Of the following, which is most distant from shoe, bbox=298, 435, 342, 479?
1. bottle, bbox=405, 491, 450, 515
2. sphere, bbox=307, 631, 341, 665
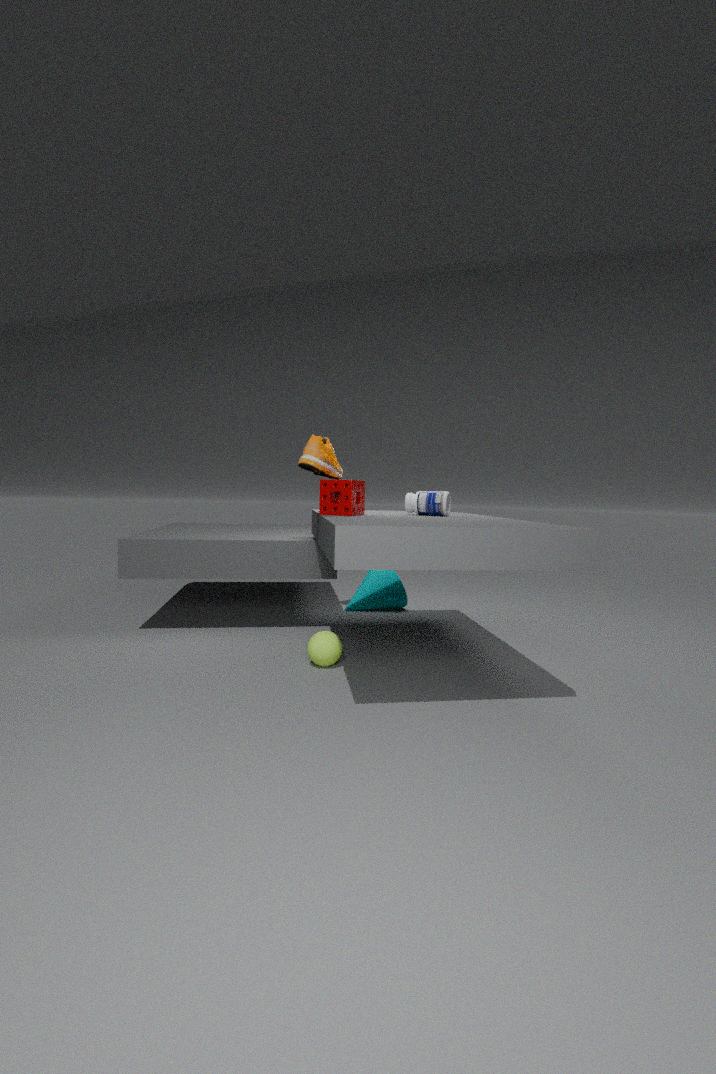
sphere, bbox=307, 631, 341, 665
